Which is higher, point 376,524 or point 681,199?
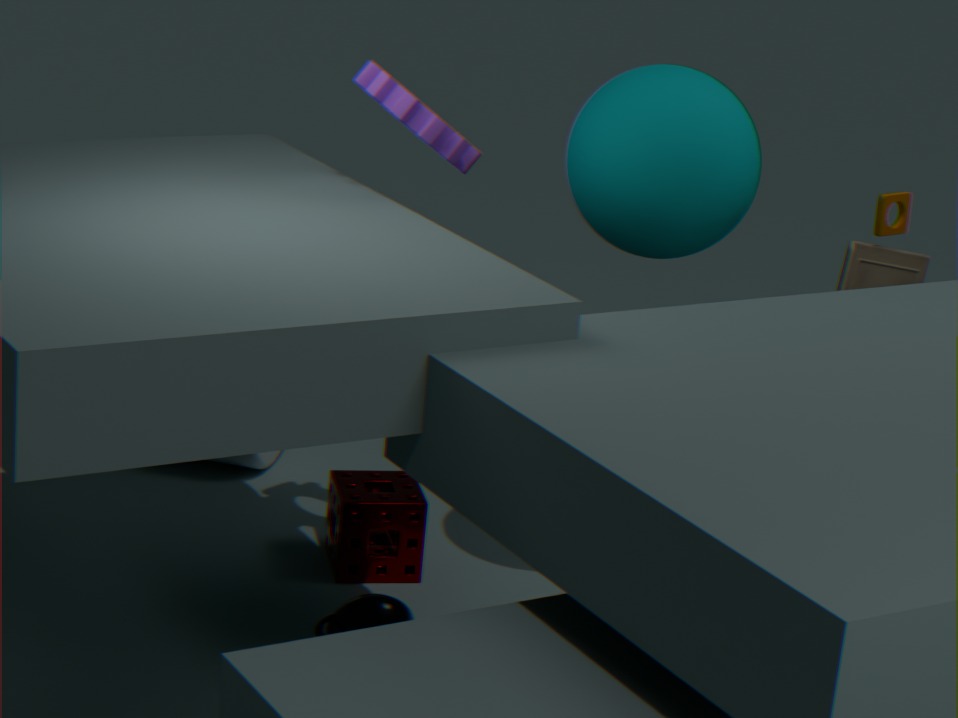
point 681,199
